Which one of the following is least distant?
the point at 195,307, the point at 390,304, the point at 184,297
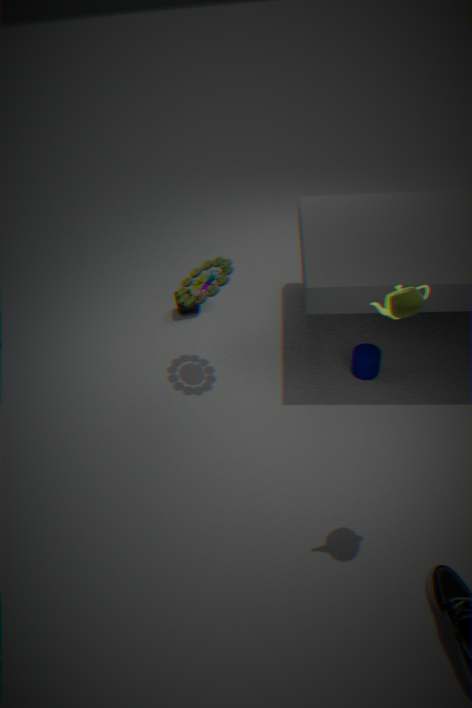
the point at 390,304
